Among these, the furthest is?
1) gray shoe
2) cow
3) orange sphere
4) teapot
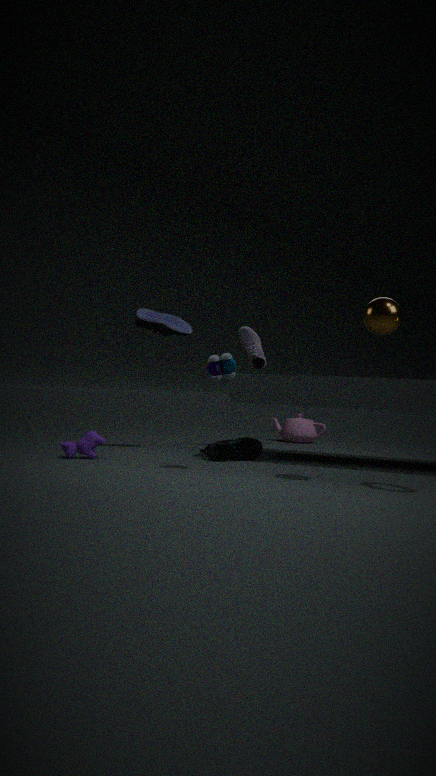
4. teapot
